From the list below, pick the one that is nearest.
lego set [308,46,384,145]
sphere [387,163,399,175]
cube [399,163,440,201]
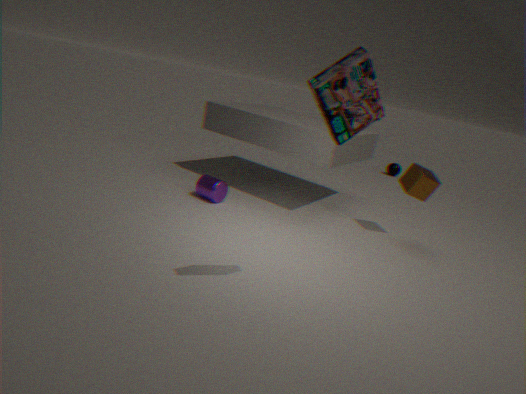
lego set [308,46,384,145]
